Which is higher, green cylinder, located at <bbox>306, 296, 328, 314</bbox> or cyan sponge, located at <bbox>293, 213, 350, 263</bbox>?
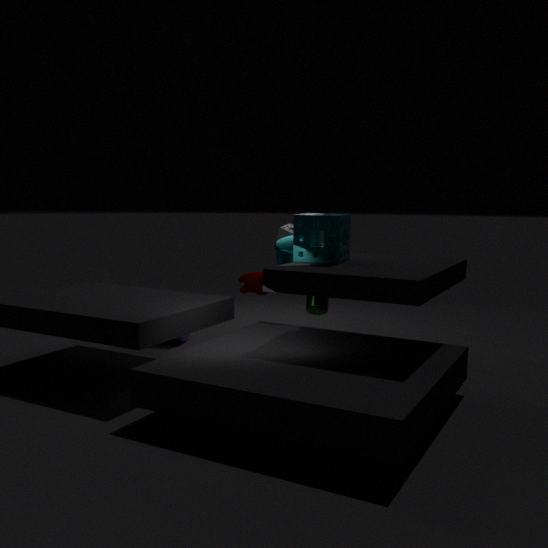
cyan sponge, located at <bbox>293, 213, 350, 263</bbox>
